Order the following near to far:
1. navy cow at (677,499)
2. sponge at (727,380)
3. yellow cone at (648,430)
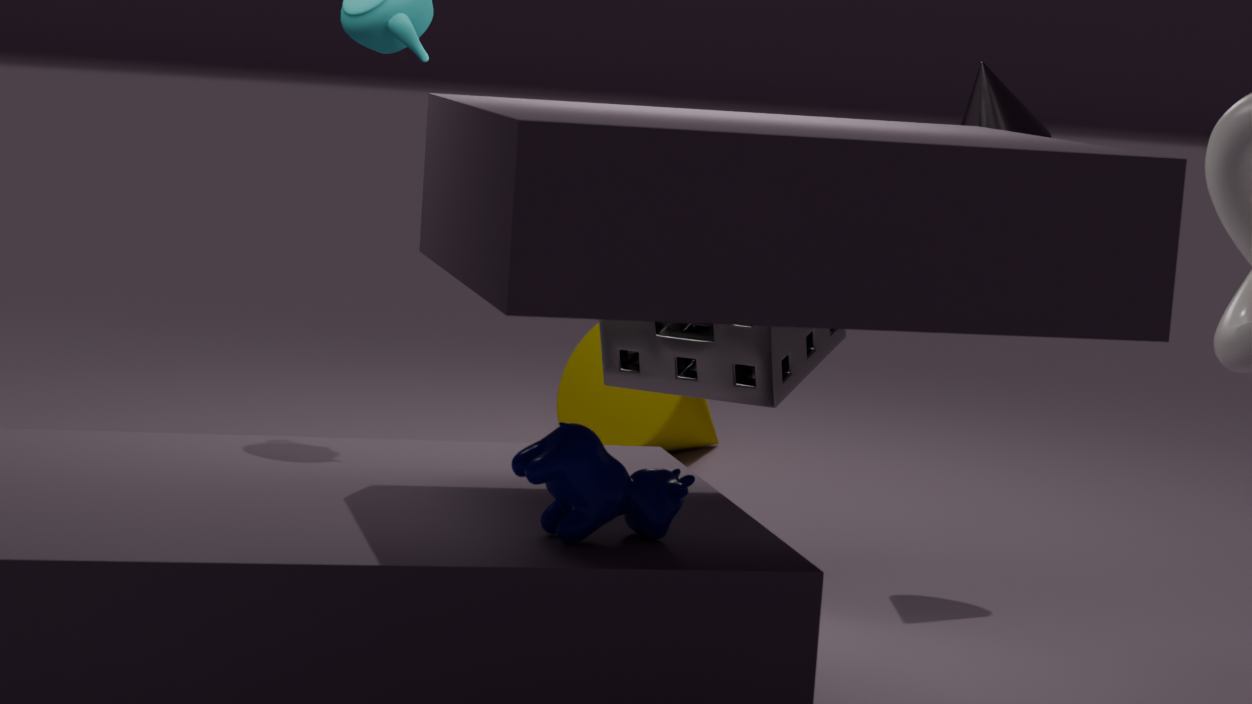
navy cow at (677,499) → sponge at (727,380) → yellow cone at (648,430)
